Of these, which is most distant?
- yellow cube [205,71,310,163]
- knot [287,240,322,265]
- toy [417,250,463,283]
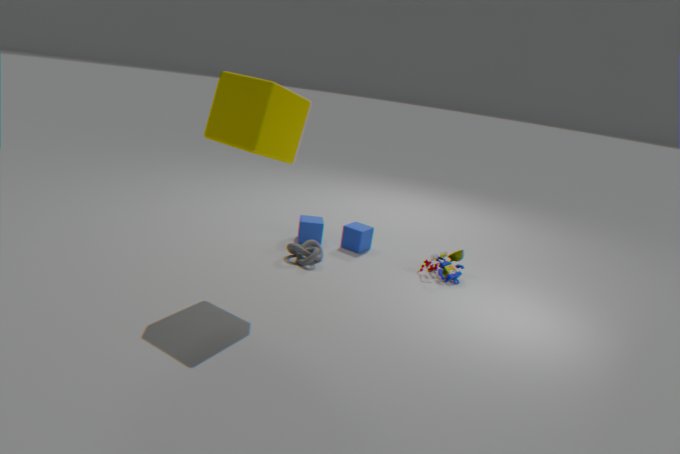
toy [417,250,463,283]
